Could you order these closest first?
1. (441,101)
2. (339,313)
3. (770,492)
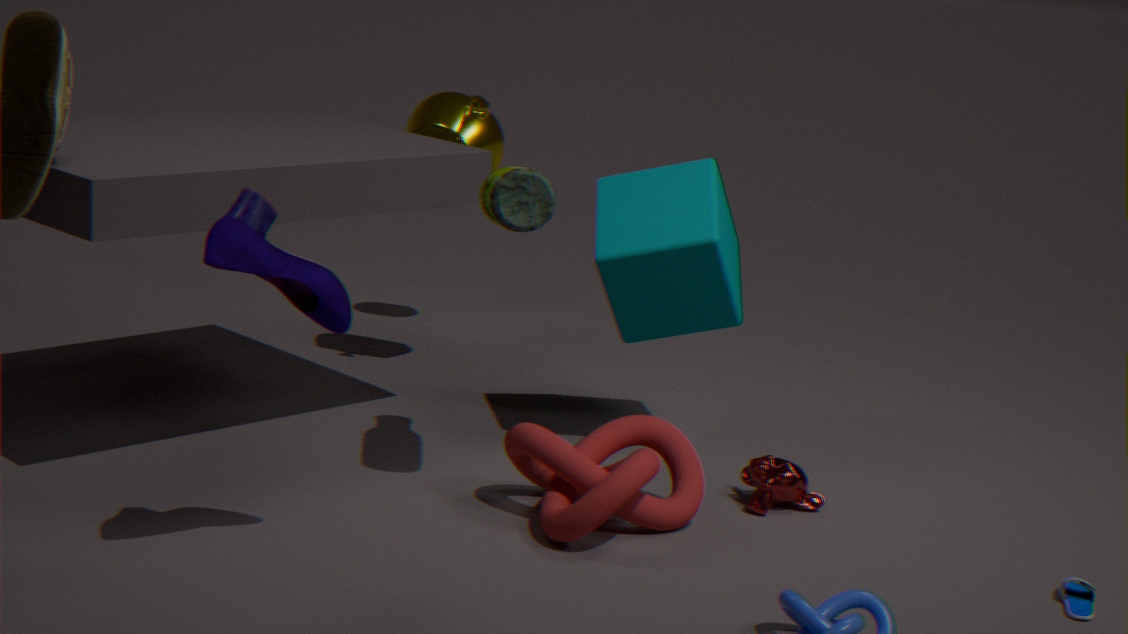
(339,313) → (770,492) → (441,101)
